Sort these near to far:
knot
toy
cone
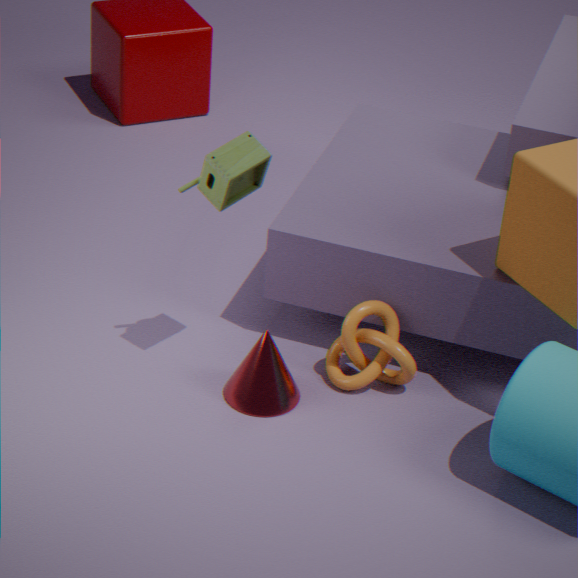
1. toy
2. cone
3. knot
